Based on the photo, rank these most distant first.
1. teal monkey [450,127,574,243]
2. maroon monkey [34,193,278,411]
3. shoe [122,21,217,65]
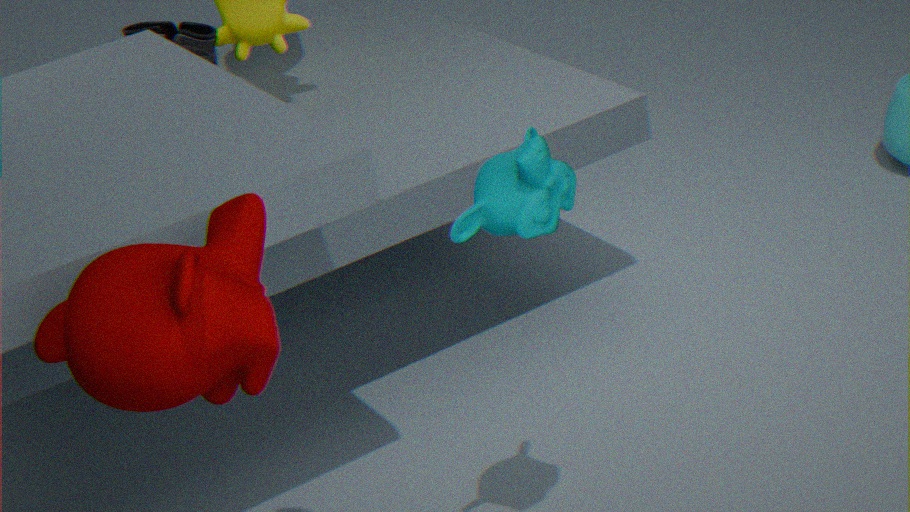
shoe [122,21,217,65] < teal monkey [450,127,574,243] < maroon monkey [34,193,278,411]
